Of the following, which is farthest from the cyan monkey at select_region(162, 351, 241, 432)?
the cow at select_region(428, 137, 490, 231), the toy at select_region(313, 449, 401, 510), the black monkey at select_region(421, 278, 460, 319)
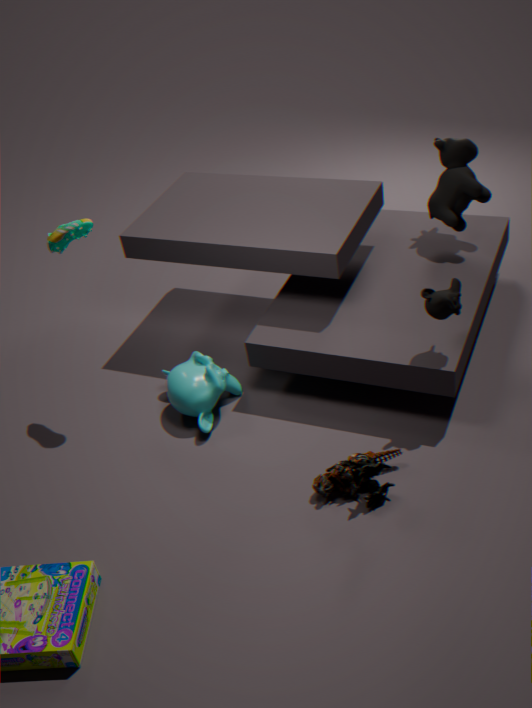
the cow at select_region(428, 137, 490, 231)
